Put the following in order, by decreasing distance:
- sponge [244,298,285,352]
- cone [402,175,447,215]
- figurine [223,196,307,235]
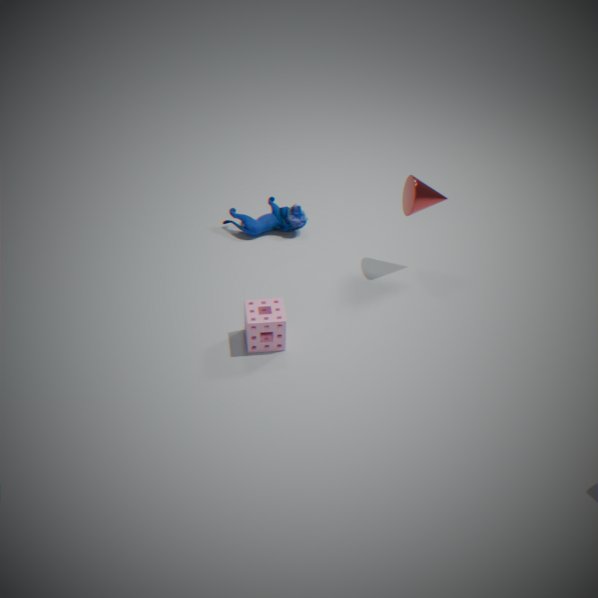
figurine [223,196,307,235]
cone [402,175,447,215]
sponge [244,298,285,352]
